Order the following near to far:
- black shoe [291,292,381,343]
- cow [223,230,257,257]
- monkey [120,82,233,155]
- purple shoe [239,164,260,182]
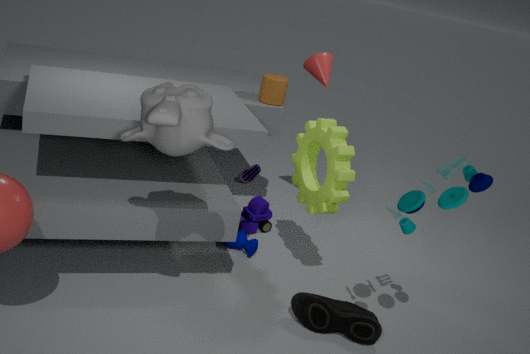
monkey [120,82,233,155] → black shoe [291,292,381,343] → cow [223,230,257,257] → purple shoe [239,164,260,182]
